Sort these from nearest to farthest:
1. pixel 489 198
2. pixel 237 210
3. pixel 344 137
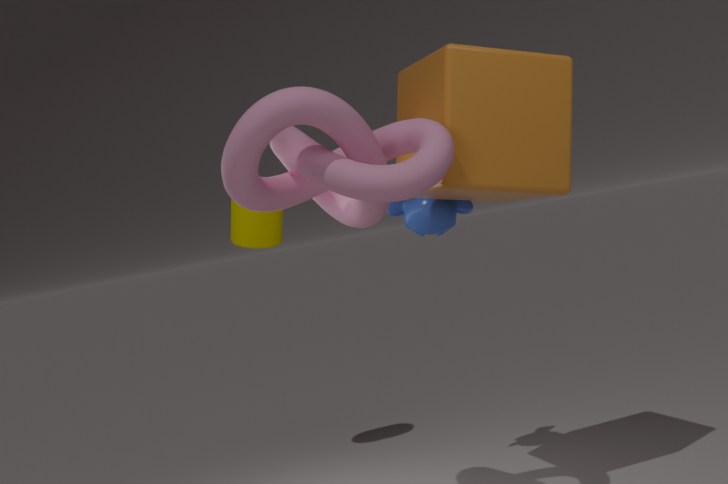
pixel 344 137, pixel 489 198, pixel 237 210
